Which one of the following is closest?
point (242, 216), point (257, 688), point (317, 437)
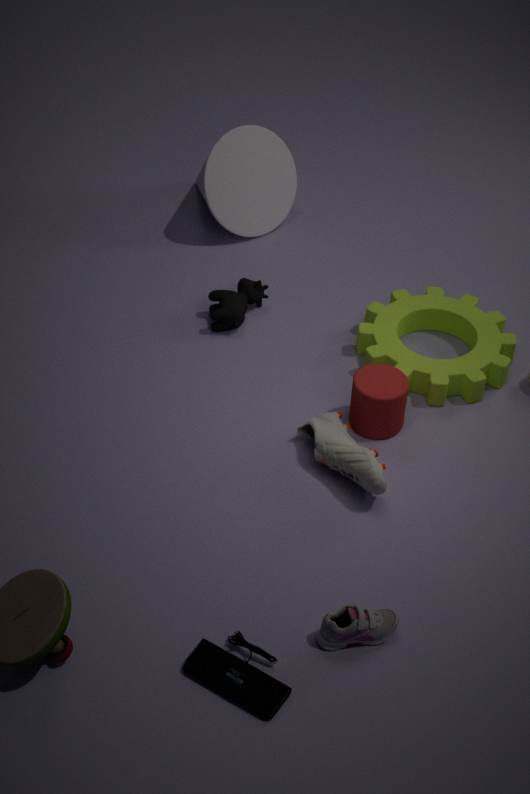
point (257, 688)
